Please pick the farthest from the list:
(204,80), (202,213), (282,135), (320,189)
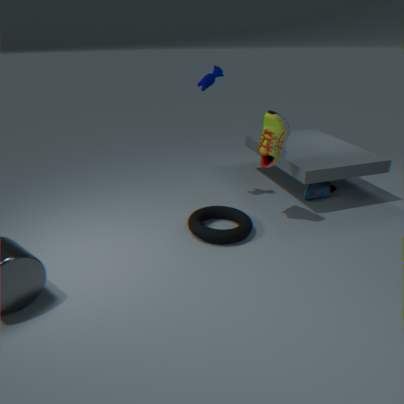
(320,189)
